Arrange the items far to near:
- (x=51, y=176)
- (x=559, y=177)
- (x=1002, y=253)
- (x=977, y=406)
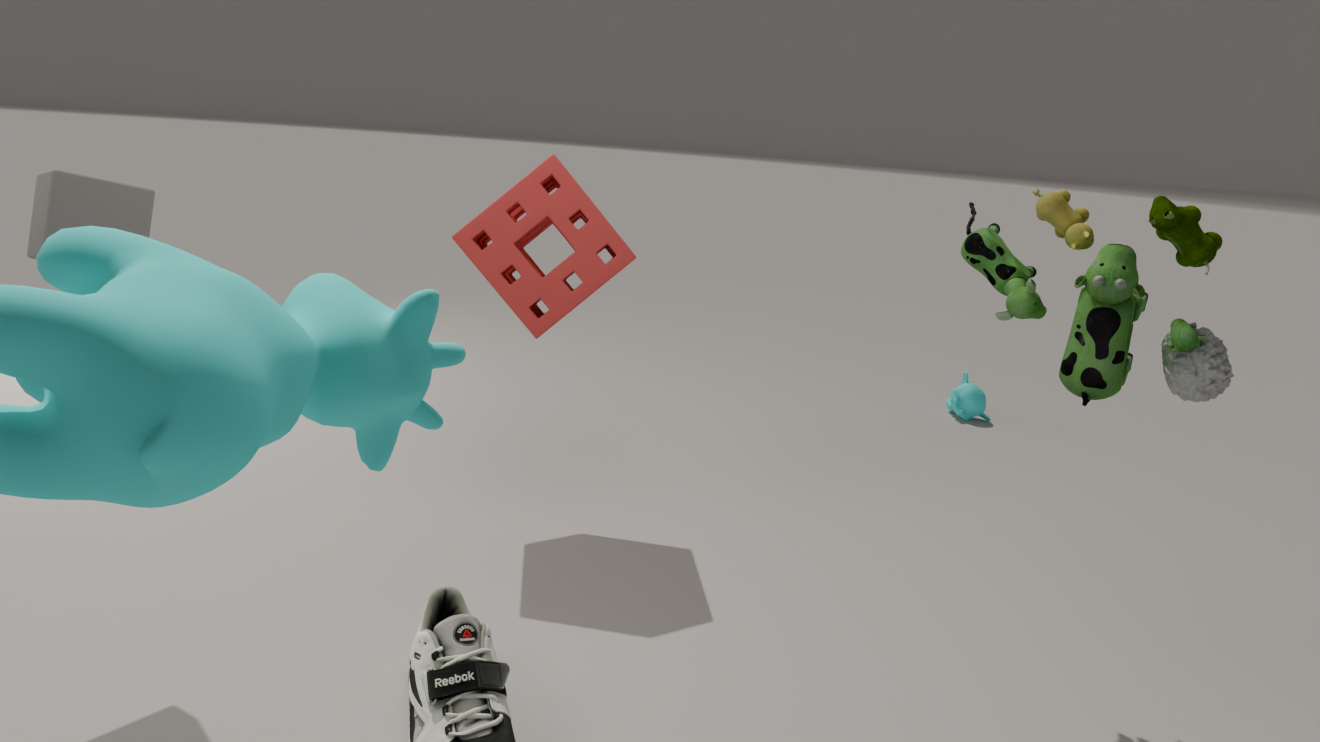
1. (x=977, y=406)
2. (x=559, y=177)
3. (x=1002, y=253)
4. (x=51, y=176)
